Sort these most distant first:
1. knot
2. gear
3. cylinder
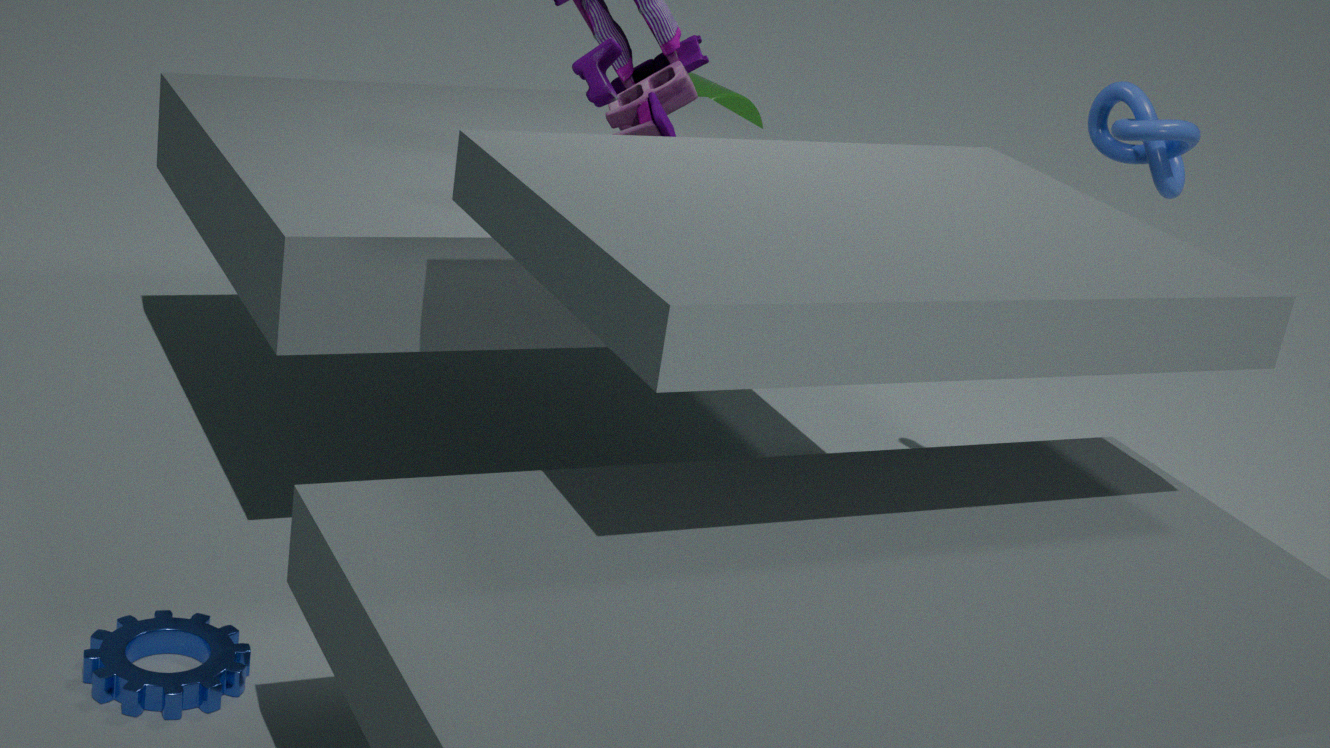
cylinder
knot
gear
